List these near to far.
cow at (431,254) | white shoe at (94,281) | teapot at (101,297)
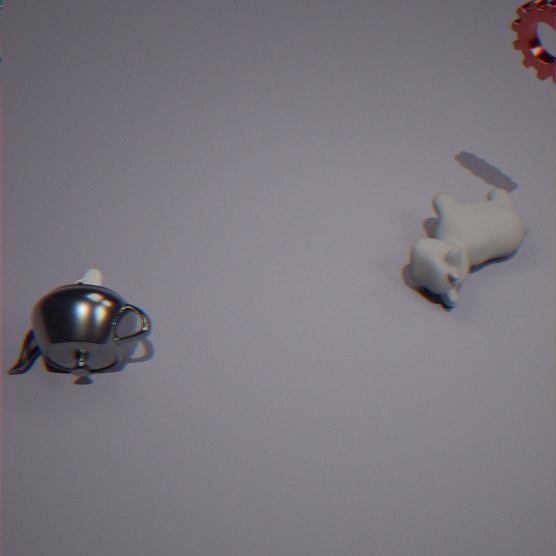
teapot at (101,297) < cow at (431,254) < white shoe at (94,281)
